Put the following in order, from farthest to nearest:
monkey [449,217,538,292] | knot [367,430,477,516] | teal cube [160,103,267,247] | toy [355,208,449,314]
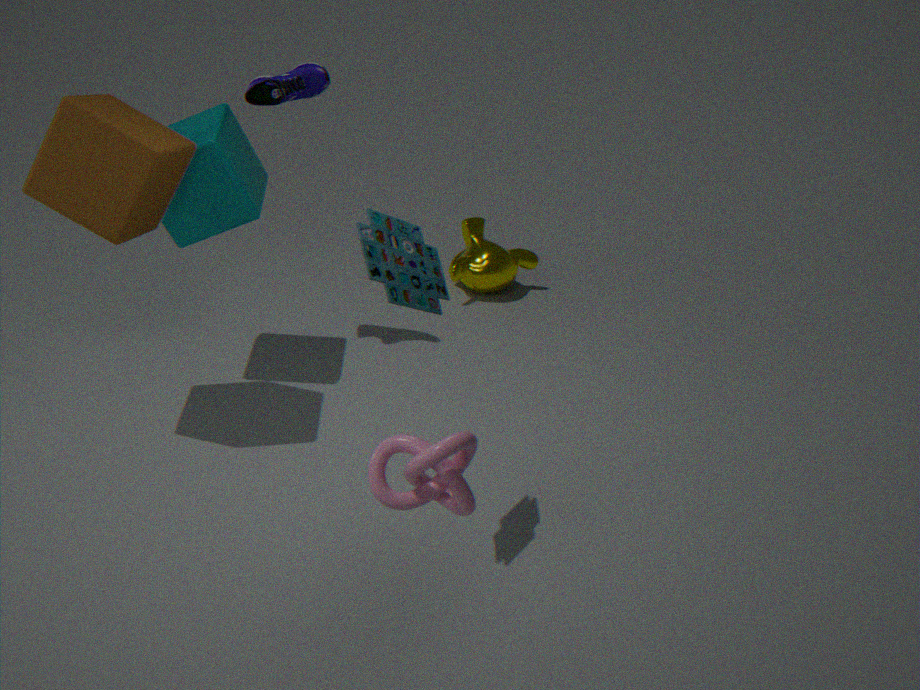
monkey [449,217,538,292] → teal cube [160,103,267,247] → toy [355,208,449,314] → knot [367,430,477,516]
